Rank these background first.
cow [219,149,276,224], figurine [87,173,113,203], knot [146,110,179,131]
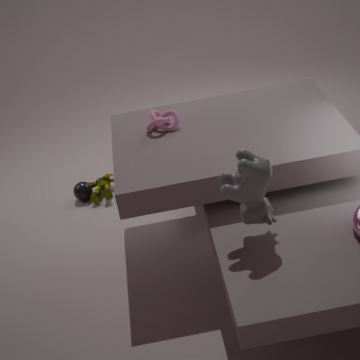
1. figurine [87,173,113,203]
2. knot [146,110,179,131]
3. cow [219,149,276,224]
